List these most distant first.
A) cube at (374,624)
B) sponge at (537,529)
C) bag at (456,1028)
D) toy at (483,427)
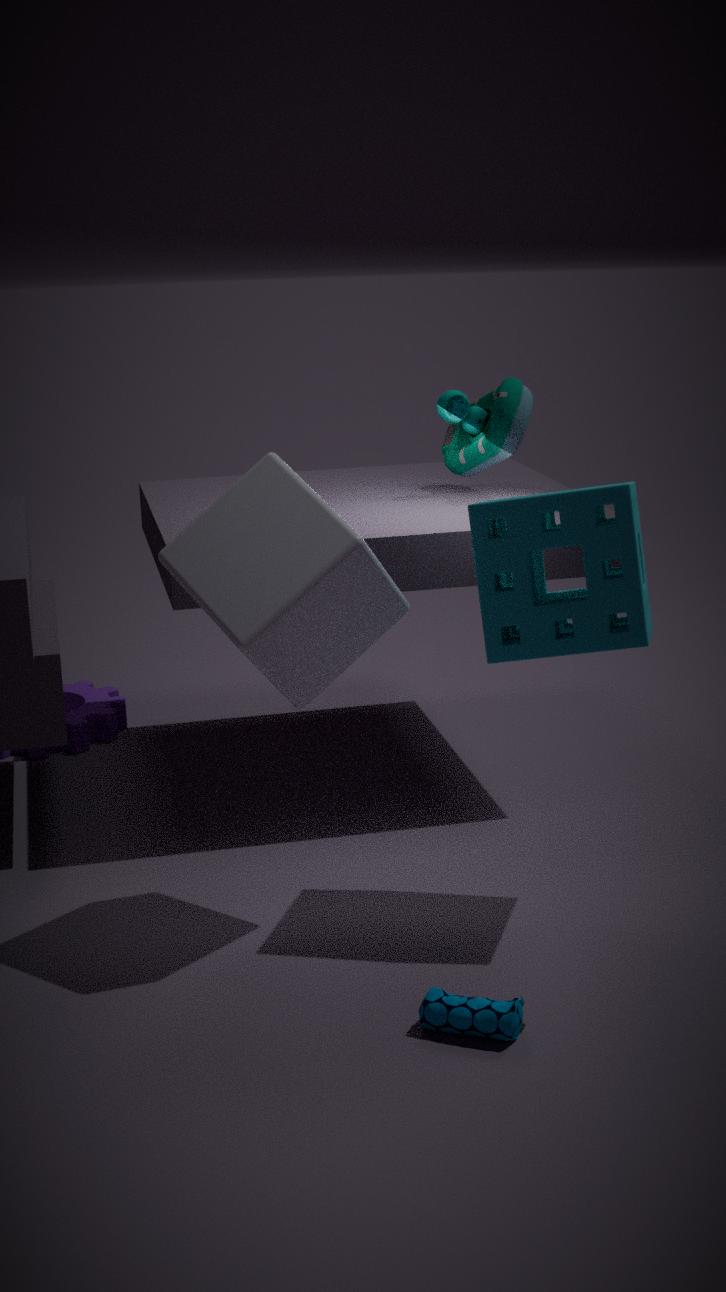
toy at (483,427)
sponge at (537,529)
cube at (374,624)
bag at (456,1028)
